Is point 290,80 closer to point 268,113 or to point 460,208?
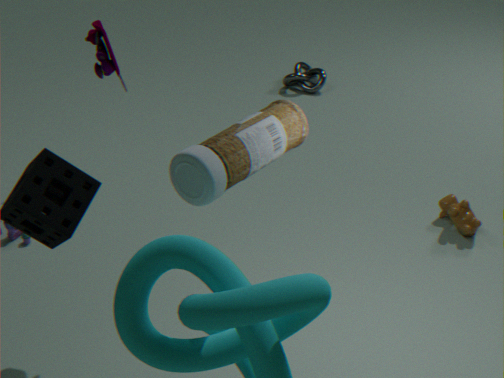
point 460,208
